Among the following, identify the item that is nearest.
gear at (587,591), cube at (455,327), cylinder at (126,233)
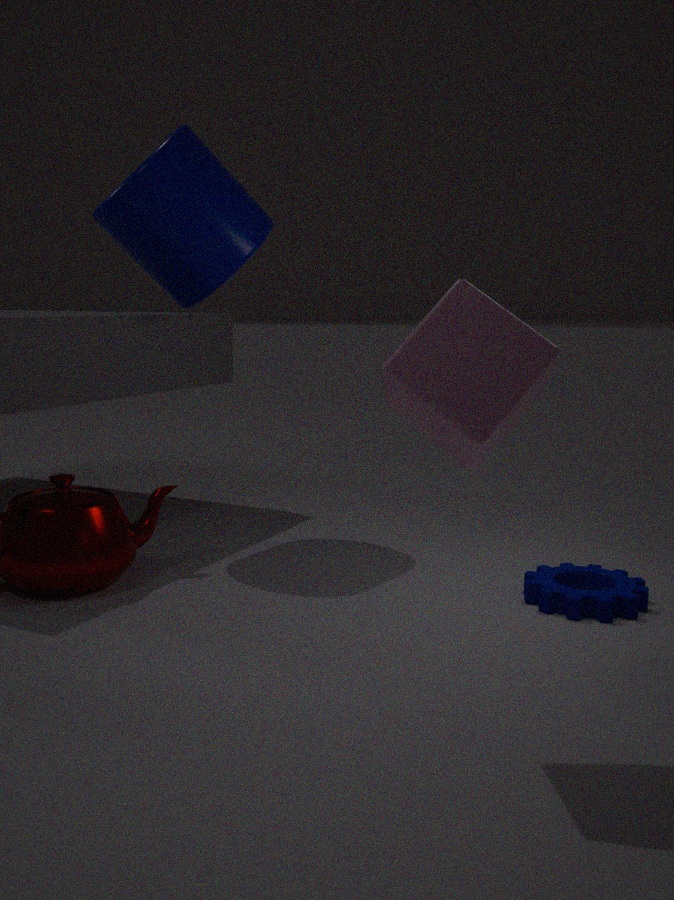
cube at (455,327)
